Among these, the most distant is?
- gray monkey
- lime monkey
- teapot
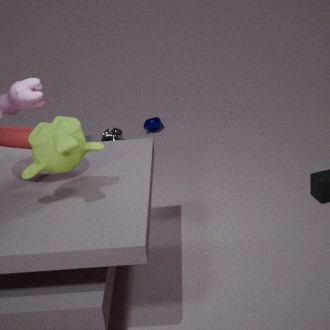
teapot
